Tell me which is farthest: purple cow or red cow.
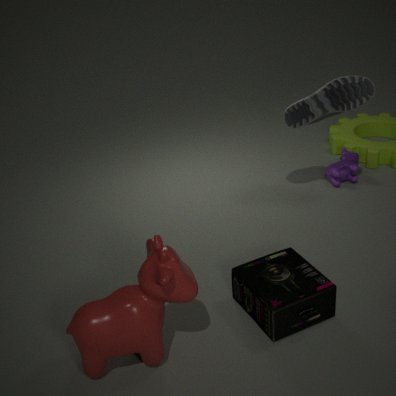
purple cow
